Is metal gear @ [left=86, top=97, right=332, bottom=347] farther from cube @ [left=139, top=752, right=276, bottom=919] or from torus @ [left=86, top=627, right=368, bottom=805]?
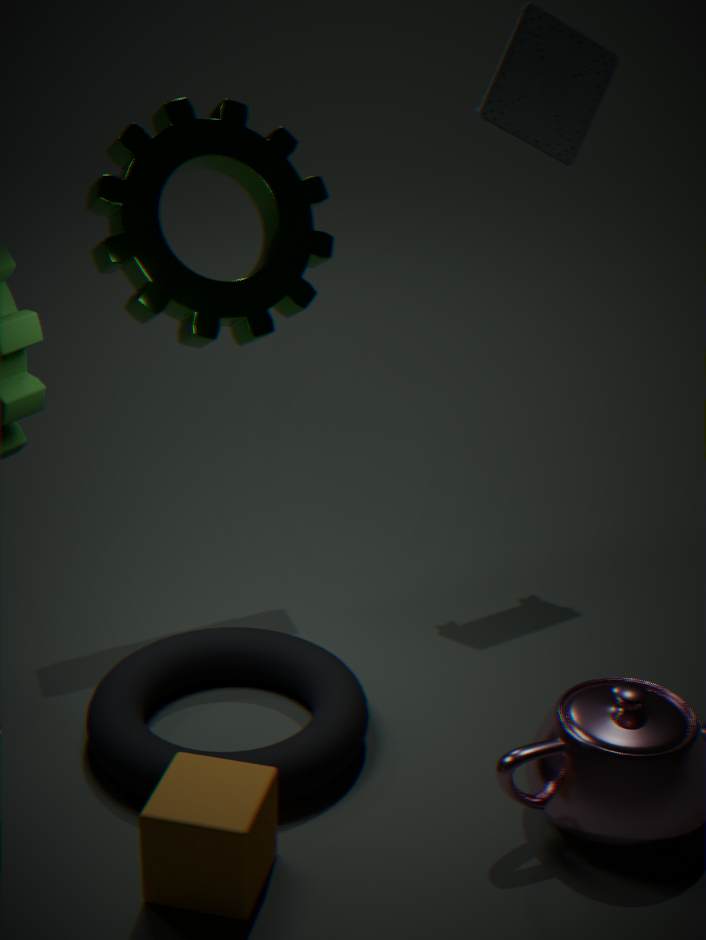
cube @ [left=139, top=752, right=276, bottom=919]
